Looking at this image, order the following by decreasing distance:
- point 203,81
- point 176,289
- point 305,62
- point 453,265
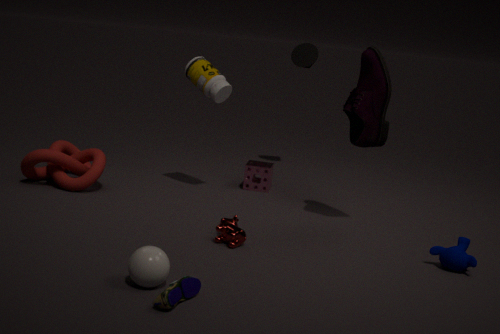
point 305,62
point 203,81
point 453,265
point 176,289
